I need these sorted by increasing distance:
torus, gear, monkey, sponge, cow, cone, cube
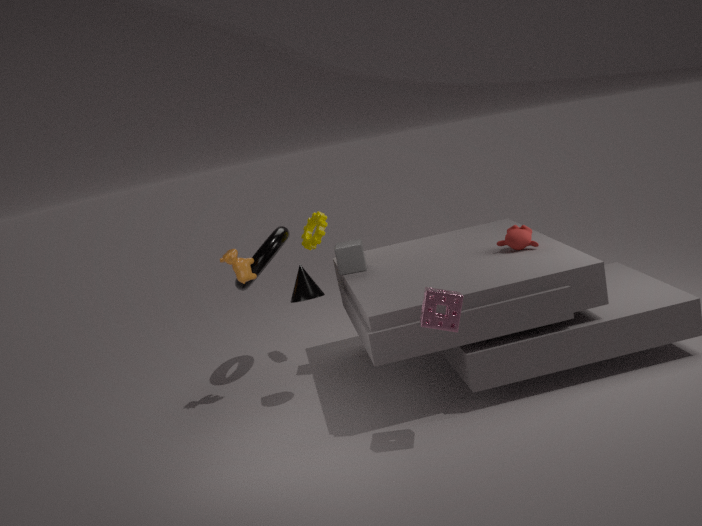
1. sponge
2. cone
3. monkey
4. cow
5. cube
6. torus
7. gear
